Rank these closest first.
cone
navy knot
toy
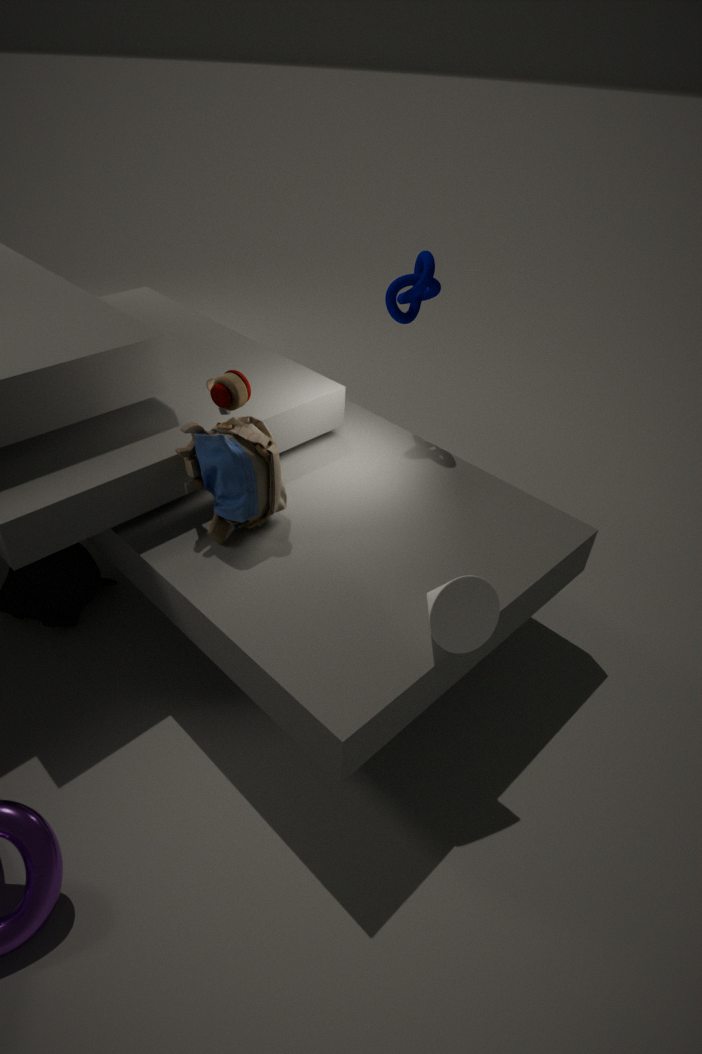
cone → toy → navy knot
